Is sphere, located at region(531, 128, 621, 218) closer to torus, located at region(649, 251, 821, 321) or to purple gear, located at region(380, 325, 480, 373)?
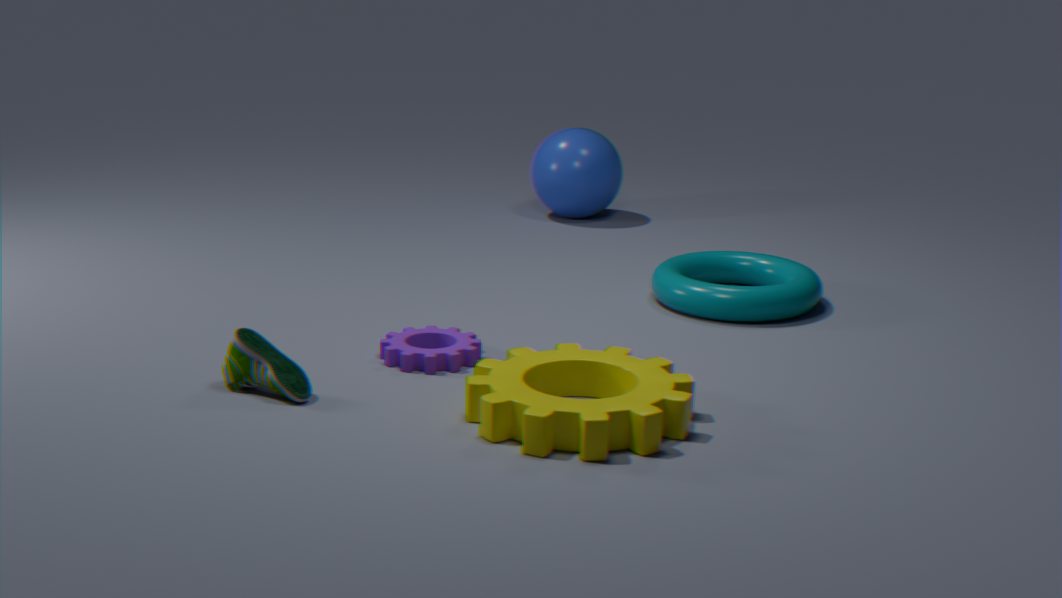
torus, located at region(649, 251, 821, 321)
